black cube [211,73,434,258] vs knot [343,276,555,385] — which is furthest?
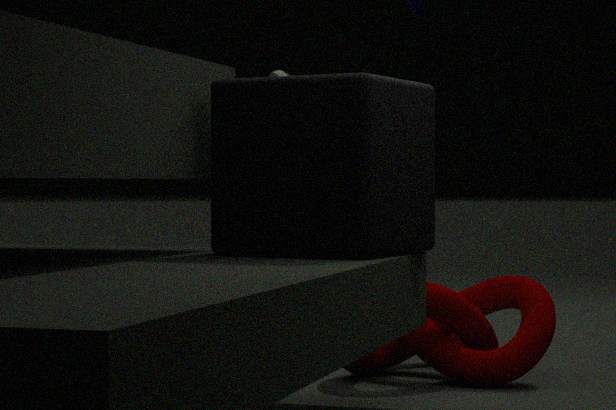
knot [343,276,555,385]
